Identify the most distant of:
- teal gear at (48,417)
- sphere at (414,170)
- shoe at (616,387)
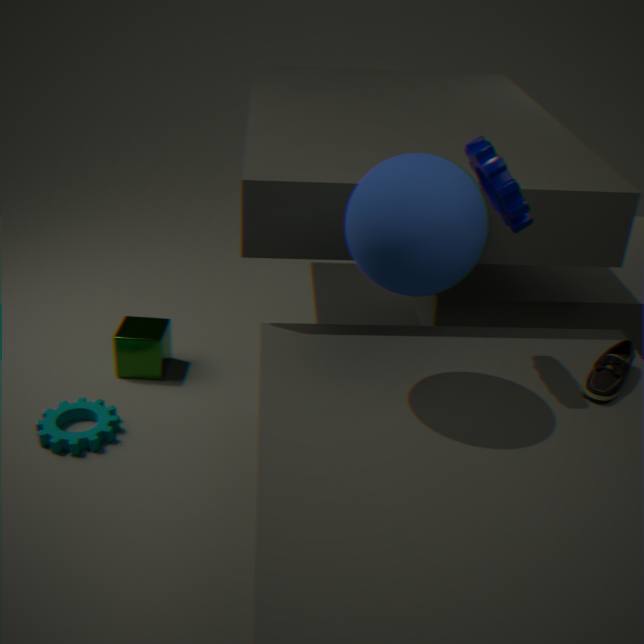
teal gear at (48,417)
